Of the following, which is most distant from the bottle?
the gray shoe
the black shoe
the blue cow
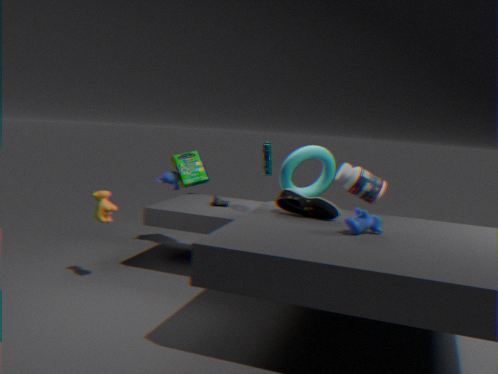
the gray shoe
